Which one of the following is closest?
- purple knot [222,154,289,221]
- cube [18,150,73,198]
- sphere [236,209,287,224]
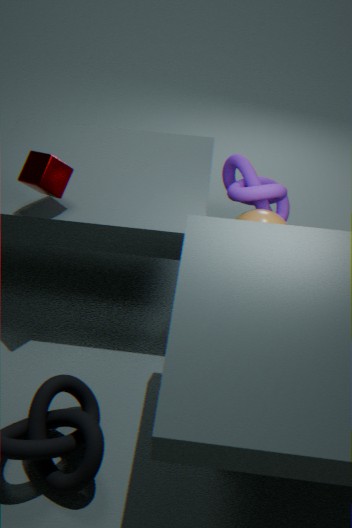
cube [18,150,73,198]
